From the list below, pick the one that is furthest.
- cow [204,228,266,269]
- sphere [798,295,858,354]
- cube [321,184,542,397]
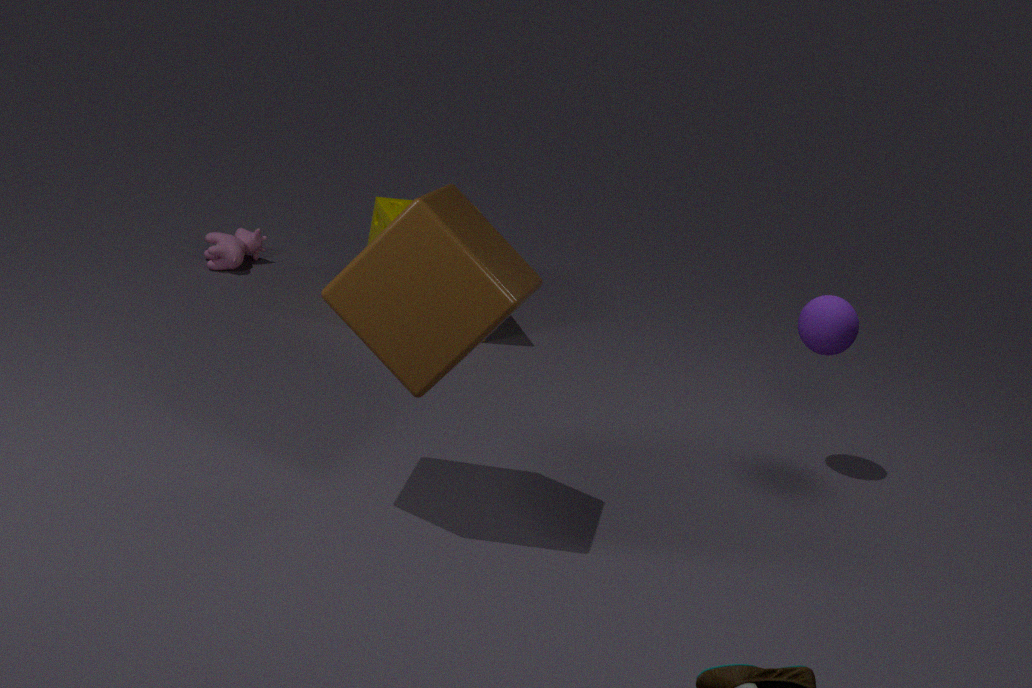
cow [204,228,266,269]
